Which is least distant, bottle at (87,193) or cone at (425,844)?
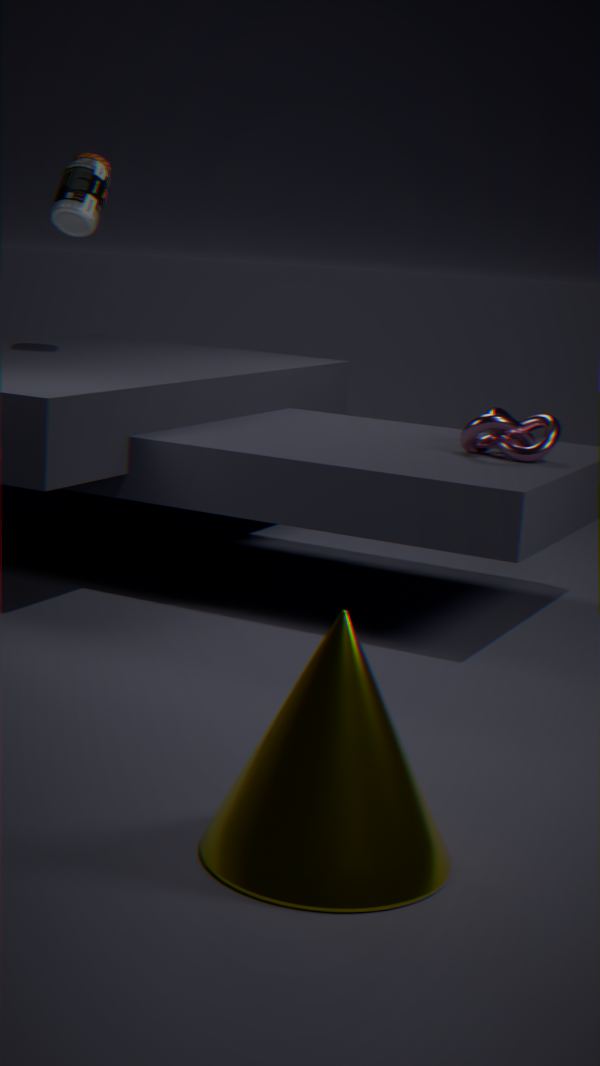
cone at (425,844)
